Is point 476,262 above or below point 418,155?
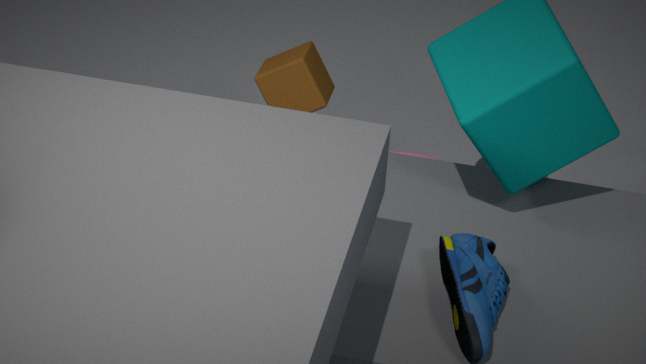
above
